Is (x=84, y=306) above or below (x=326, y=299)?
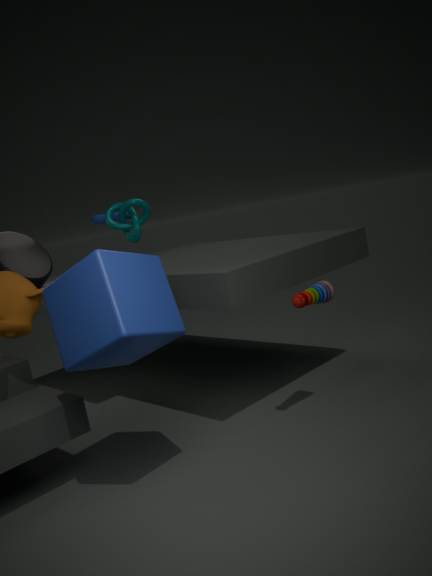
above
